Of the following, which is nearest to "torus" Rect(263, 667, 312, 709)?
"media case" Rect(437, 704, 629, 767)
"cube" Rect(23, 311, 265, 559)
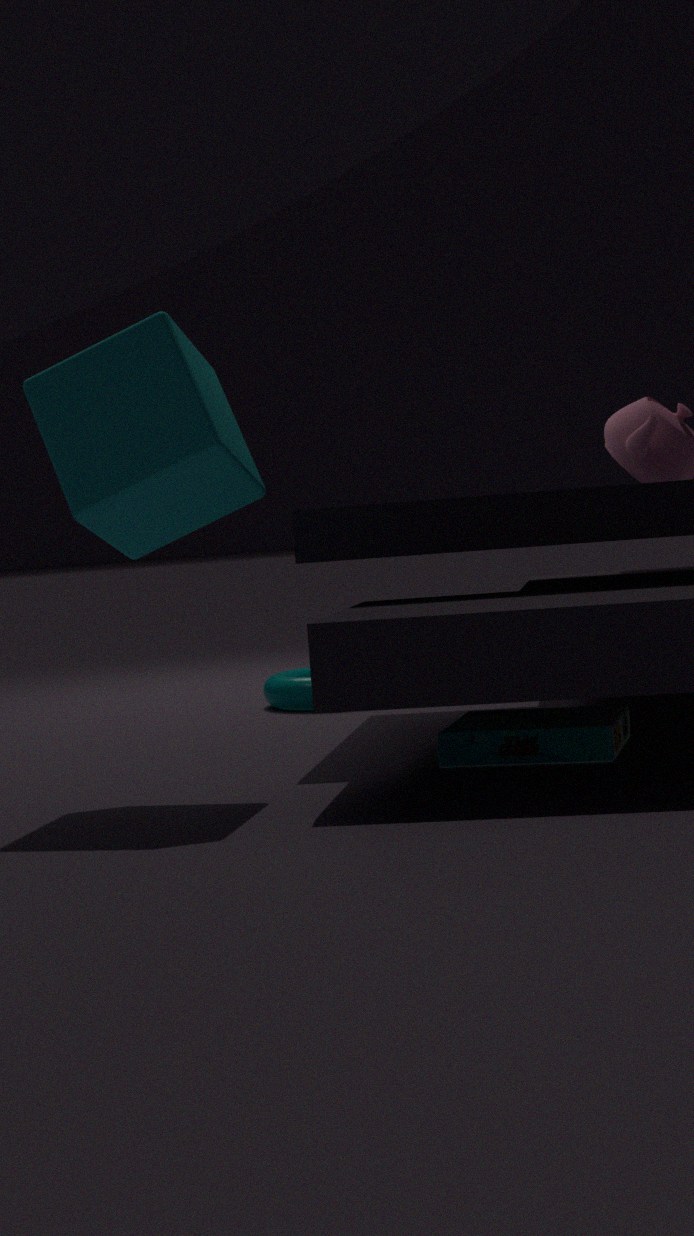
"media case" Rect(437, 704, 629, 767)
